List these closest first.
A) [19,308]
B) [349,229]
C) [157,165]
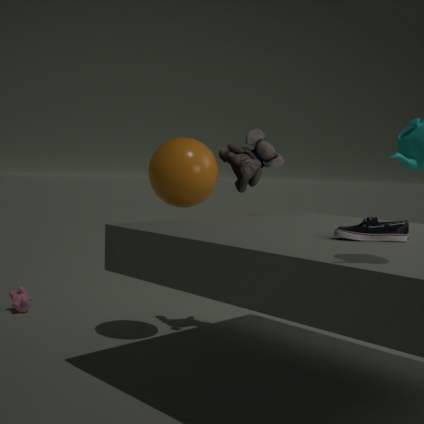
B. [349,229], C. [157,165], A. [19,308]
